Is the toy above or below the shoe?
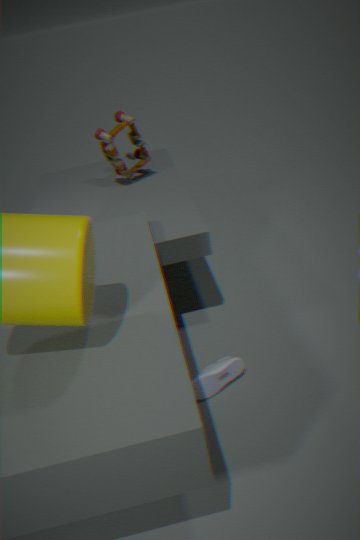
above
